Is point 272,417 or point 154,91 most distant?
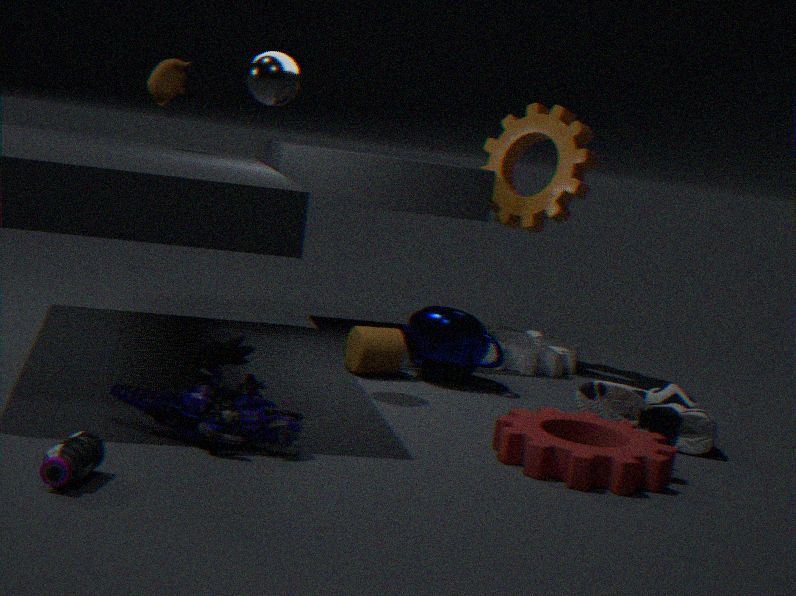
point 154,91
